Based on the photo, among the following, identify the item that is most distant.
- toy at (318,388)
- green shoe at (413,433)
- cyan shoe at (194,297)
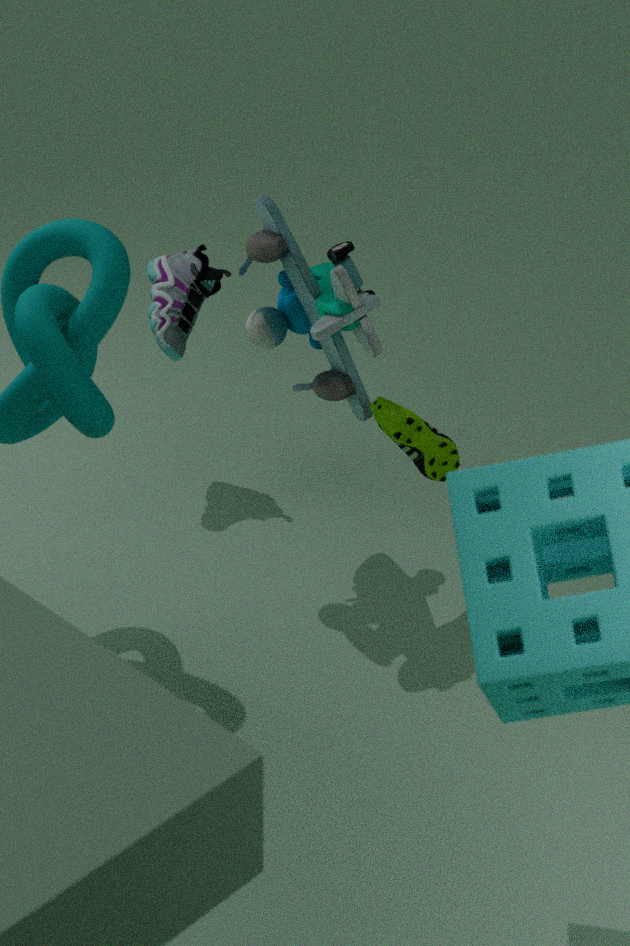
cyan shoe at (194,297)
